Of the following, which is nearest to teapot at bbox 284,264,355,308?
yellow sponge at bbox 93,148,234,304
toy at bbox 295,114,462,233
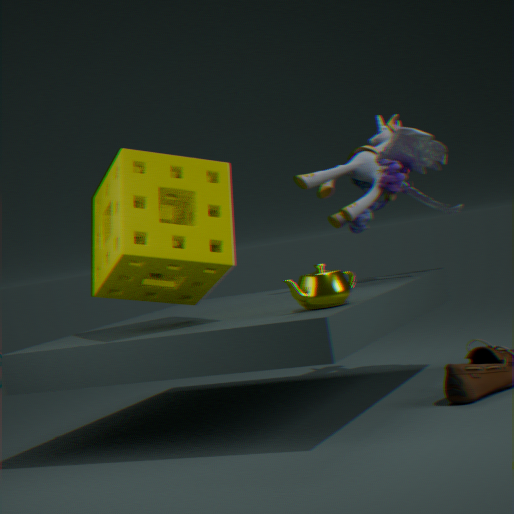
yellow sponge at bbox 93,148,234,304
